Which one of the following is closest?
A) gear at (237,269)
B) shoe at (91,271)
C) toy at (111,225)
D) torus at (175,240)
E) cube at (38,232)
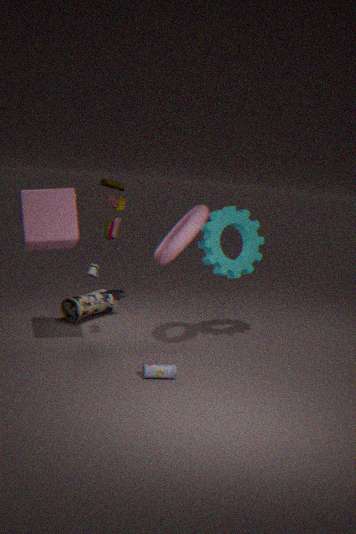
cube at (38,232)
